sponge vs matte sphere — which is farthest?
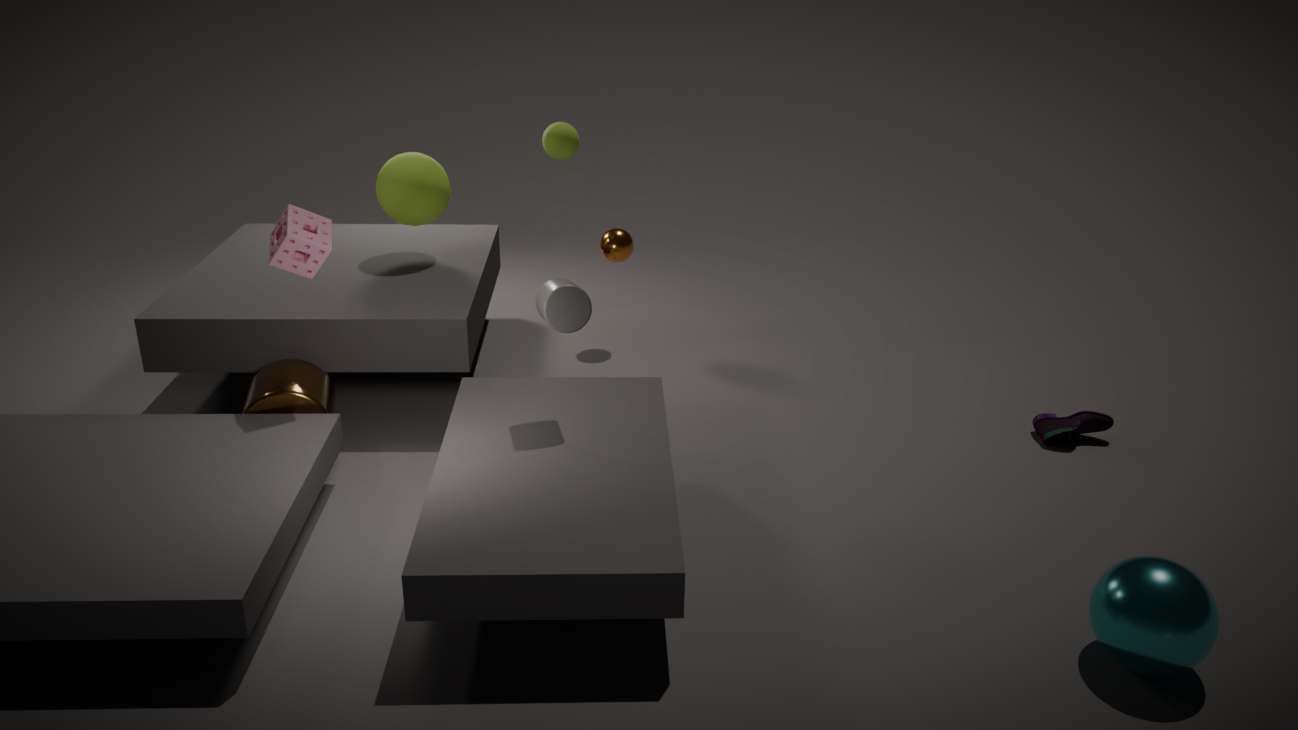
matte sphere
